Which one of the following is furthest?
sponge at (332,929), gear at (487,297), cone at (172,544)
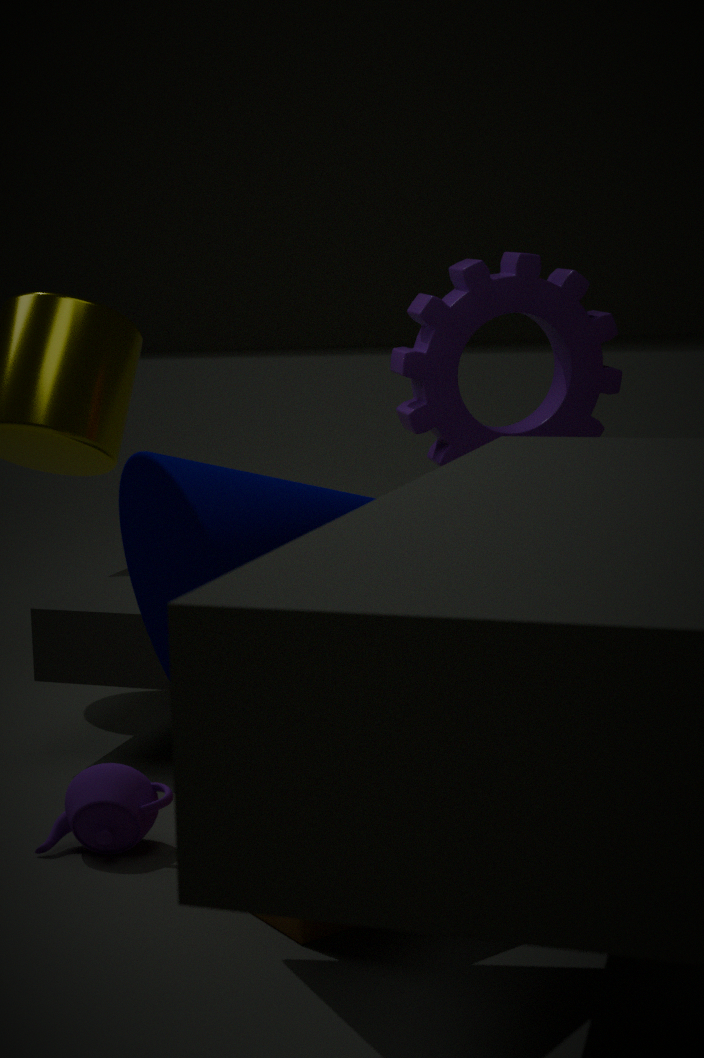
gear at (487,297)
